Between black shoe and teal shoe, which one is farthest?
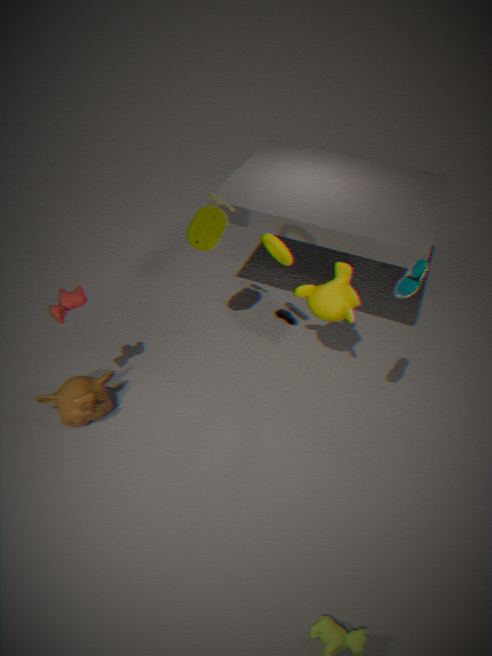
black shoe
